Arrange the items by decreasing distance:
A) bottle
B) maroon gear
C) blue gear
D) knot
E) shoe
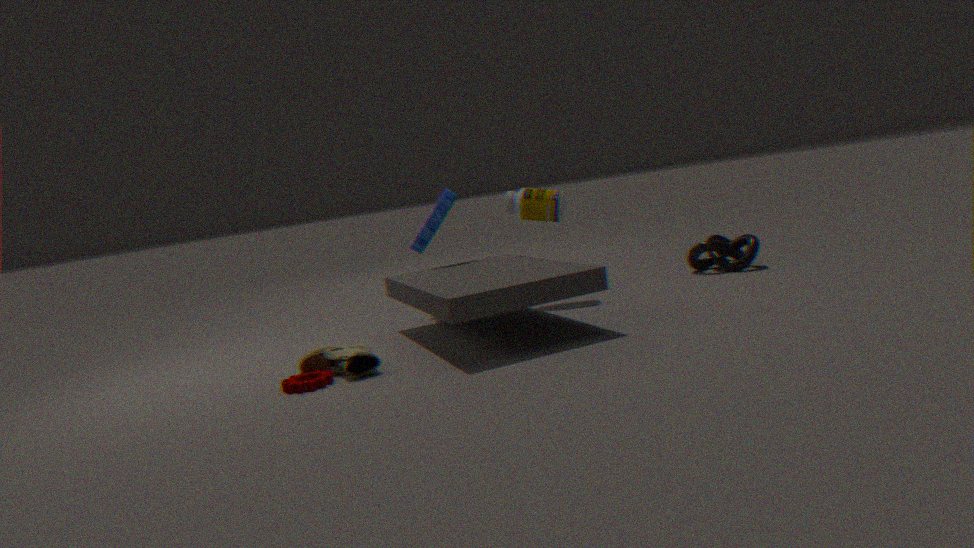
1. knot
2. blue gear
3. bottle
4. shoe
5. maroon gear
